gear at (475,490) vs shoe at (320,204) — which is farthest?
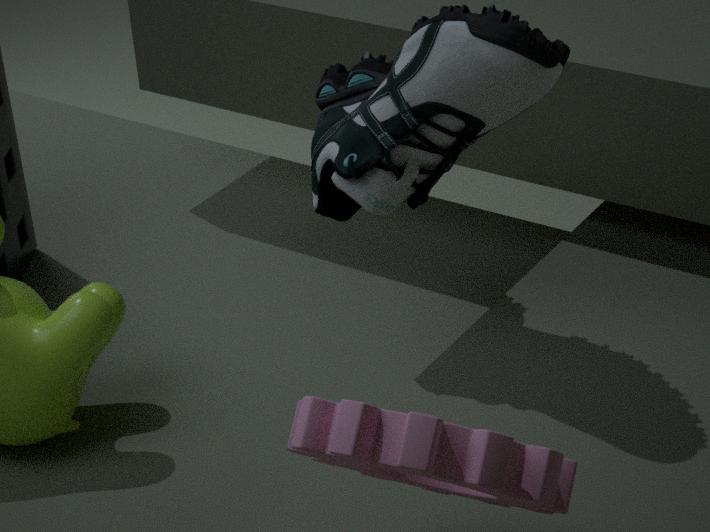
shoe at (320,204)
